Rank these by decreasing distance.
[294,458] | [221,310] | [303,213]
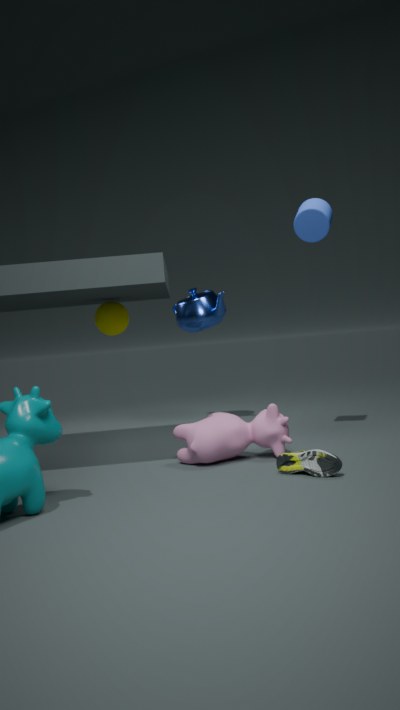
1. [221,310]
2. [303,213]
3. [294,458]
